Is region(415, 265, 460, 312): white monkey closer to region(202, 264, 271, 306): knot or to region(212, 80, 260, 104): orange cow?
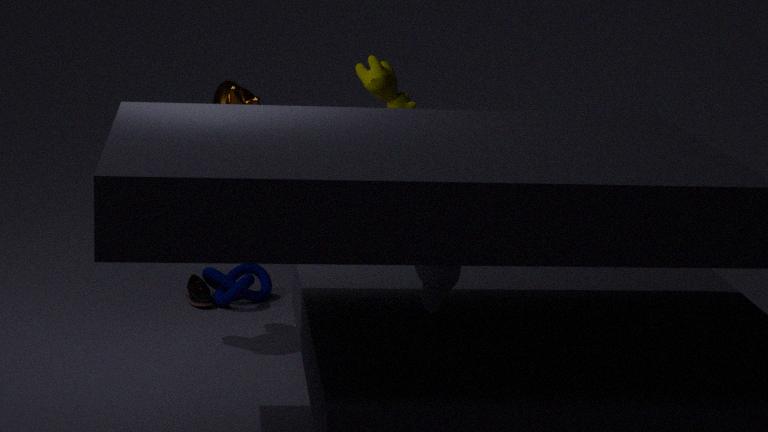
region(212, 80, 260, 104): orange cow
